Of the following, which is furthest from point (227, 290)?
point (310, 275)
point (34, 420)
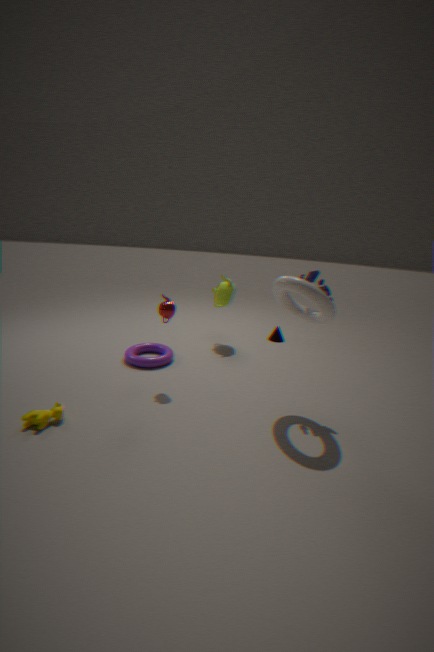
point (34, 420)
